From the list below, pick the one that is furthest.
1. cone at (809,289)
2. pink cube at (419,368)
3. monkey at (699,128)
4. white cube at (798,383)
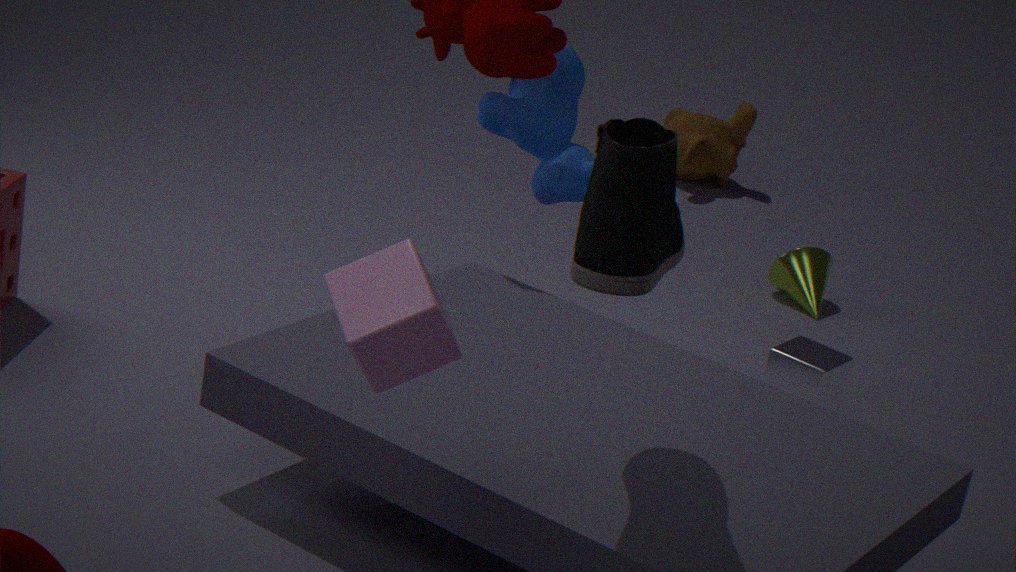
monkey at (699,128)
